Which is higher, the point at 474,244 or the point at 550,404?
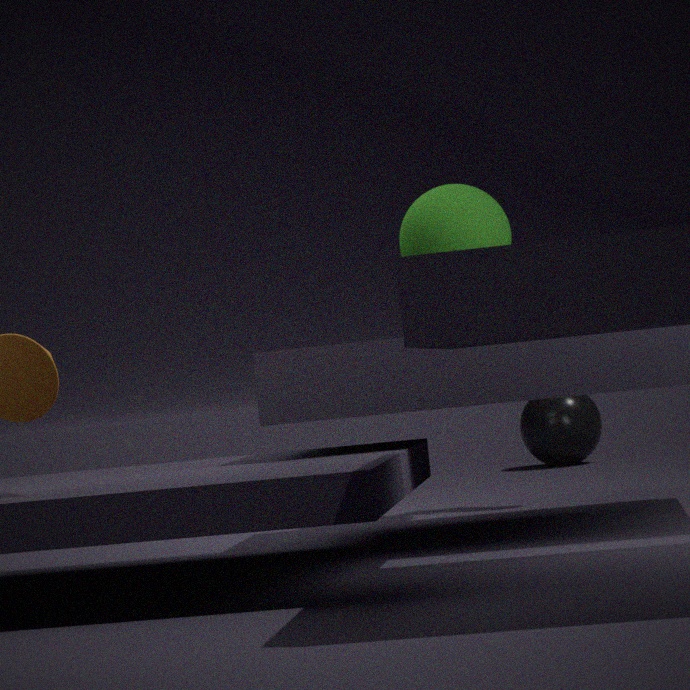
the point at 474,244
